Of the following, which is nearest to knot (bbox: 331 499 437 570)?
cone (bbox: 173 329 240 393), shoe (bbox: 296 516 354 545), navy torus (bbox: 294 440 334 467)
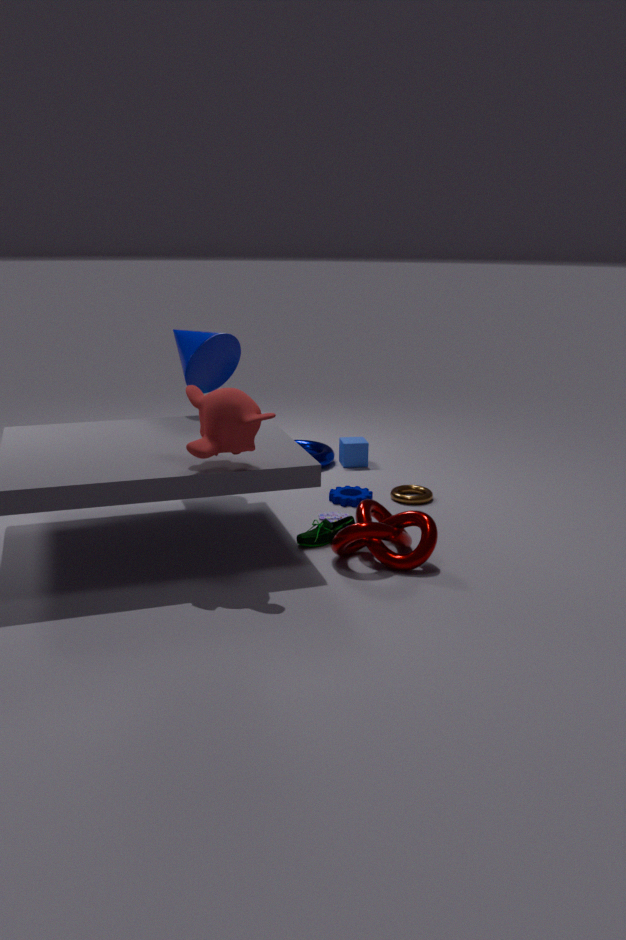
shoe (bbox: 296 516 354 545)
